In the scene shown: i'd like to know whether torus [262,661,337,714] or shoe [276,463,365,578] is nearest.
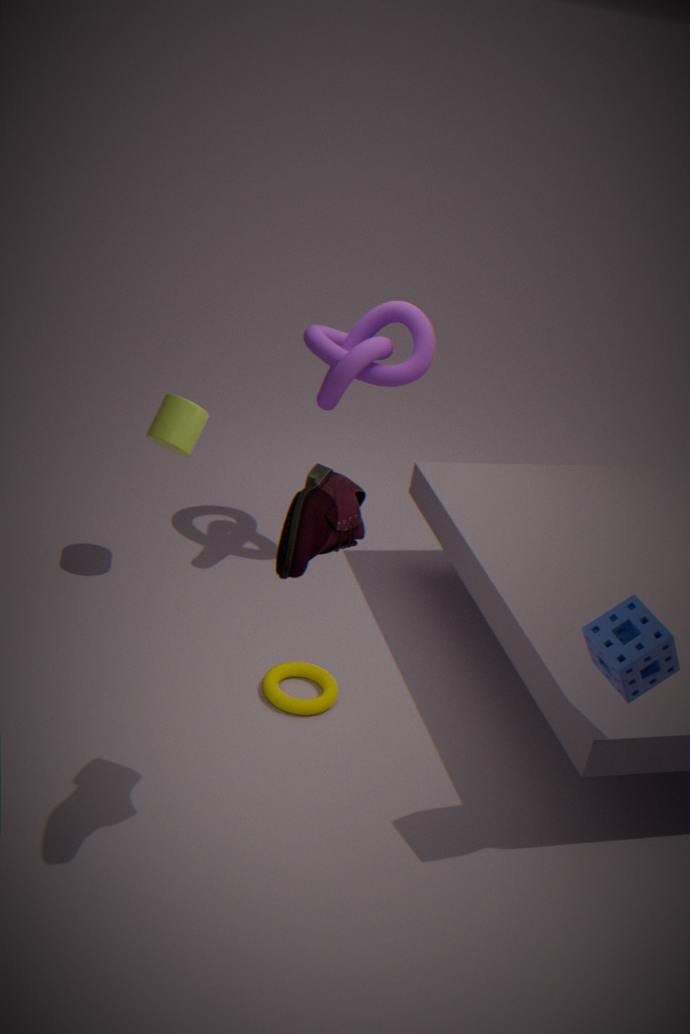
shoe [276,463,365,578]
